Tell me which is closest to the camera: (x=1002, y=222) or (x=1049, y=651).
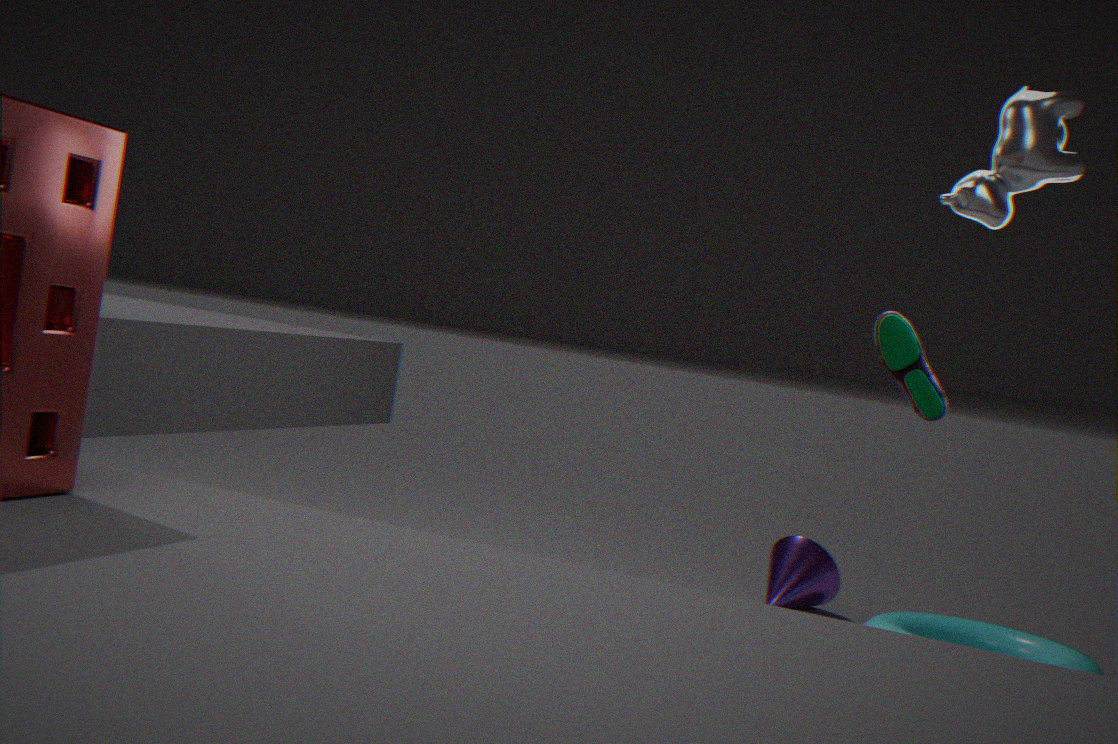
(x=1002, y=222)
